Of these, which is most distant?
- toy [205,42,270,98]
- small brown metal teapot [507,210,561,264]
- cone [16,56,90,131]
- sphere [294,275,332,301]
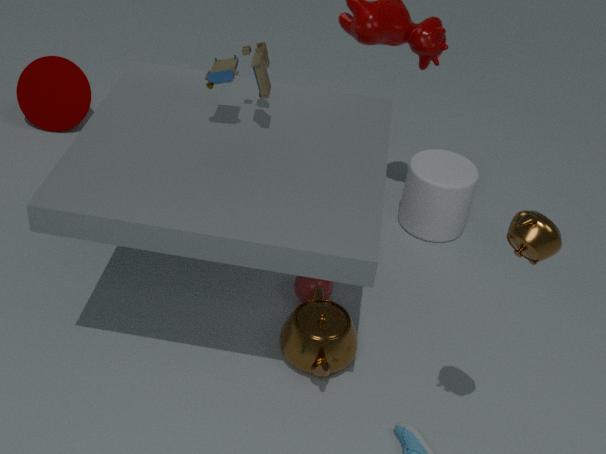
cone [16,56,90,131]
